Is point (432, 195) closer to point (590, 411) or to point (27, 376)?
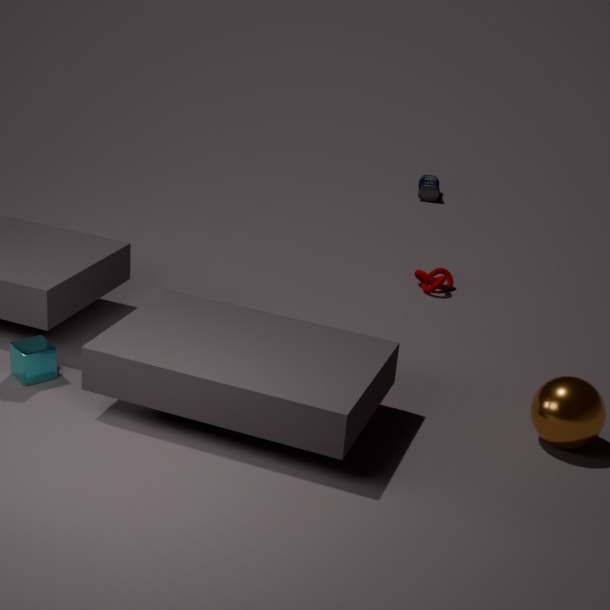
point (590, 411)
